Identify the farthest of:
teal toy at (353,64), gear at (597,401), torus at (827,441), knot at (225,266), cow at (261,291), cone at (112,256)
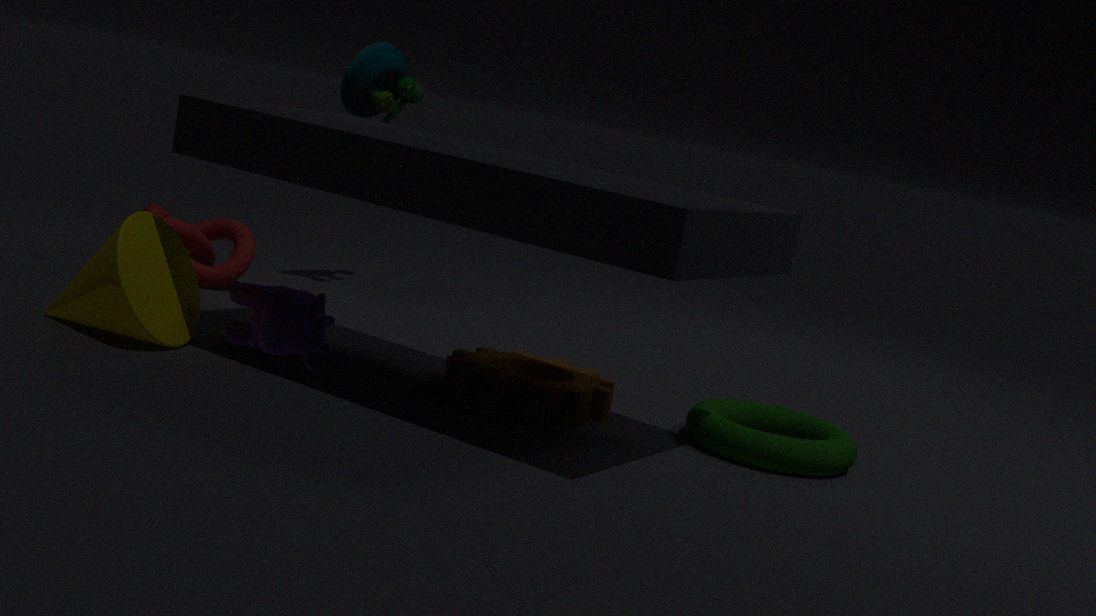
teal toy at (353,64)
